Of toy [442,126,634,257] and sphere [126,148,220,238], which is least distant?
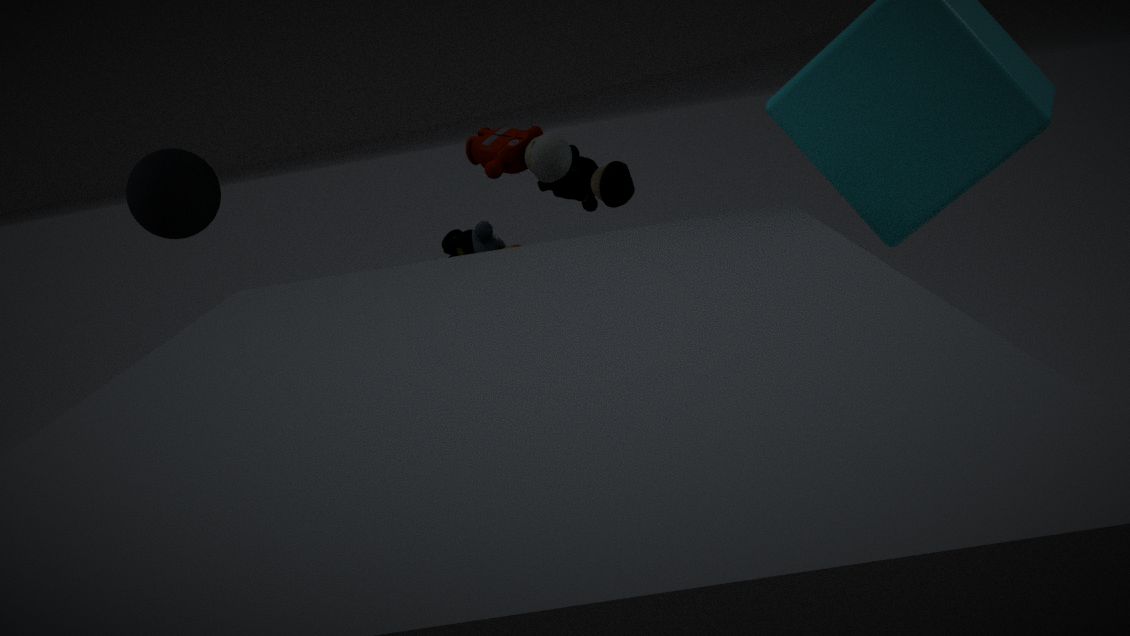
sphere [126,148,220,238]
